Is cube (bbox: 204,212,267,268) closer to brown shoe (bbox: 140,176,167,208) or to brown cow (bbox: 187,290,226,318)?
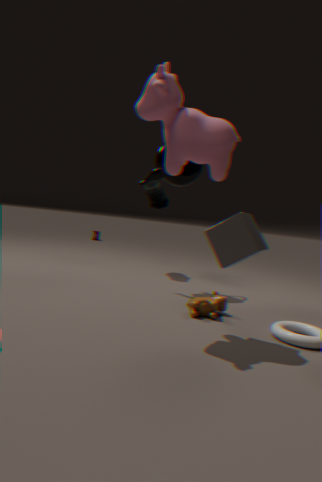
brown cow (bbox: 187,290,226,318)
